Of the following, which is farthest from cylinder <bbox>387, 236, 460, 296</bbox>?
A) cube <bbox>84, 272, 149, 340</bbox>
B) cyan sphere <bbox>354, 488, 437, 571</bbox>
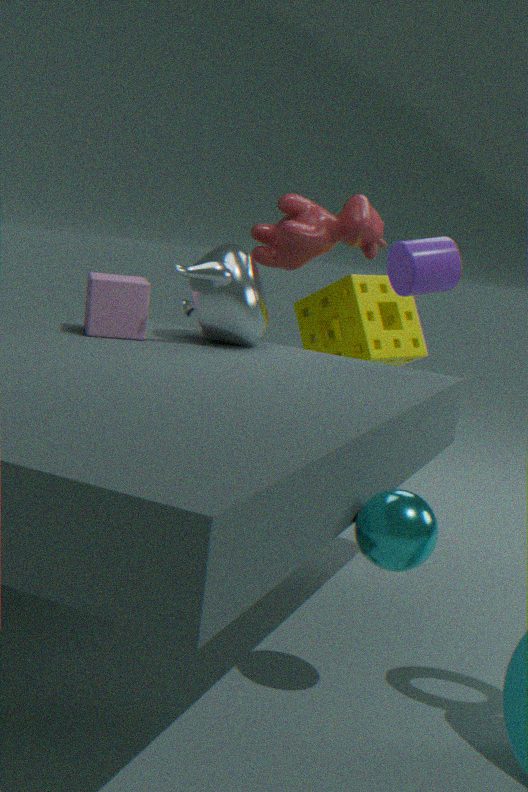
cyan sphere <bbox>354, 488, 437, 571</bbox>
